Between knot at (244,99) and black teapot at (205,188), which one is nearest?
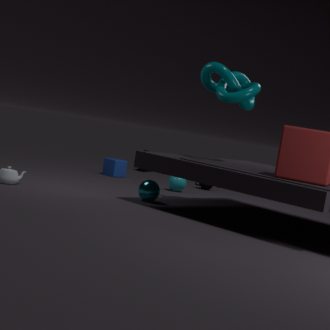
knot at (244,99)
